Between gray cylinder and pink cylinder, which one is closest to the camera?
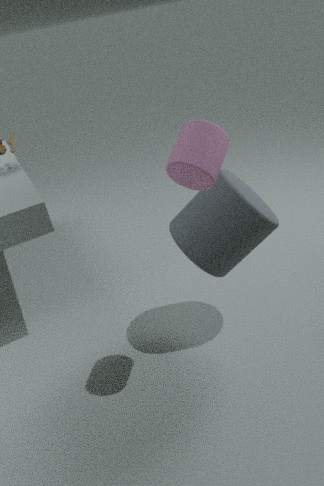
pink cylinder
